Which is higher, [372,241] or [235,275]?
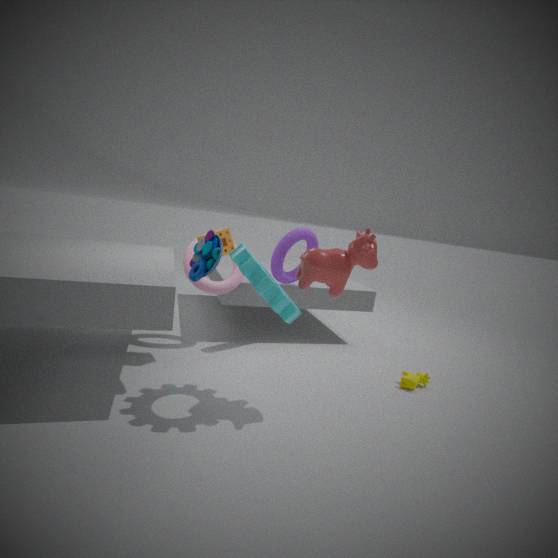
[372,241]
